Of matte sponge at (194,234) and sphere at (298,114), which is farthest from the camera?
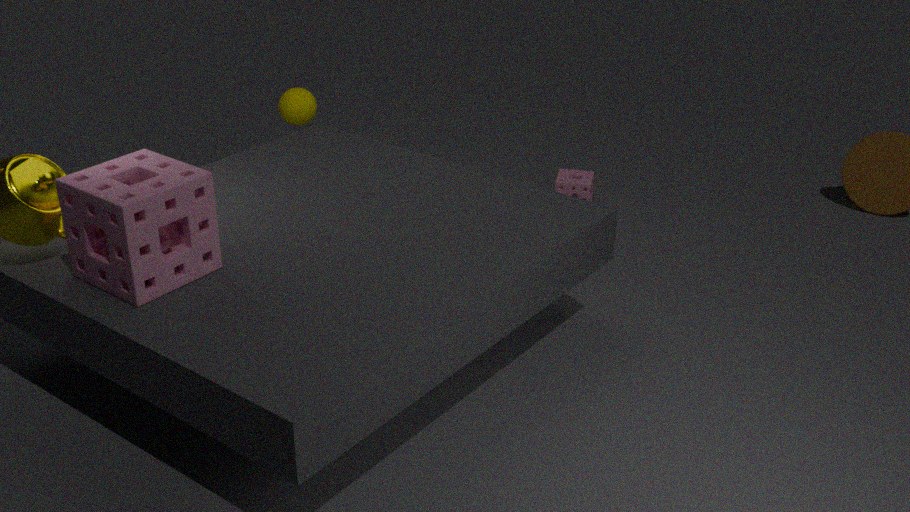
sphere at (298,114)
